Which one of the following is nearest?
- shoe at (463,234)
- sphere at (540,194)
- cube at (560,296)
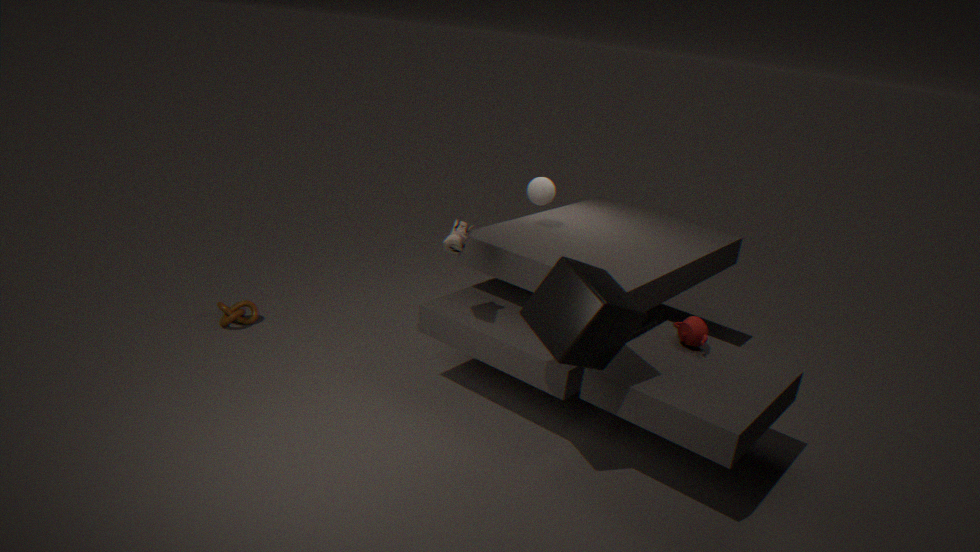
cube at (560,296)
